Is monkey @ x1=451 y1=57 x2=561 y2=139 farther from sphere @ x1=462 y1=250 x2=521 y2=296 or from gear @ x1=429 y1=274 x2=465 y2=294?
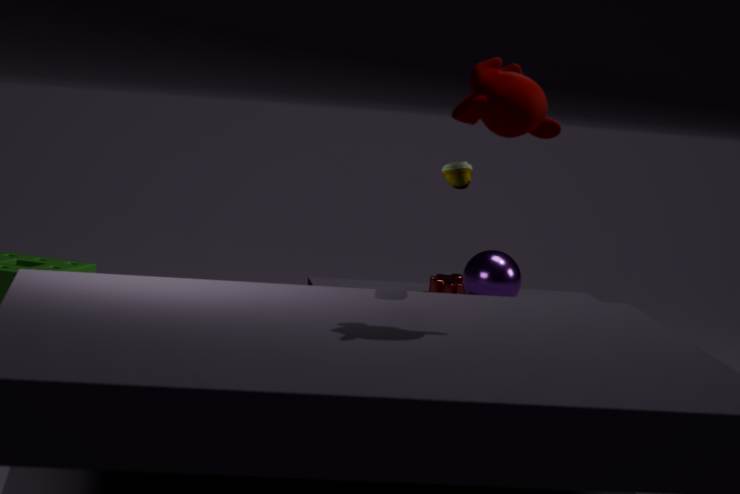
gear @ x1=429 y1=274 x2=465 y2=294
